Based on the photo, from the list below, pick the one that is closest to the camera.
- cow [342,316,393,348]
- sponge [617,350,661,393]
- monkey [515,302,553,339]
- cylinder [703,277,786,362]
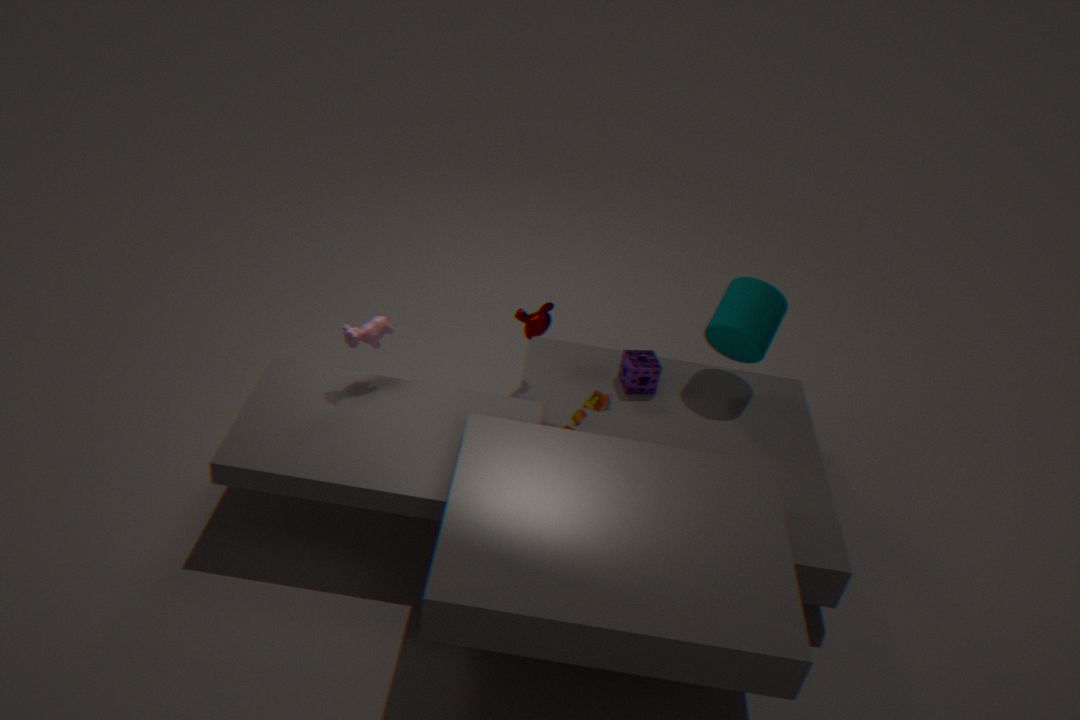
cow [342,316,393,348]
